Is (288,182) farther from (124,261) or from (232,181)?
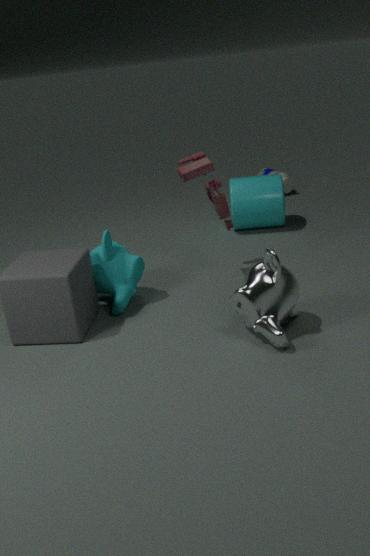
(124,261)
